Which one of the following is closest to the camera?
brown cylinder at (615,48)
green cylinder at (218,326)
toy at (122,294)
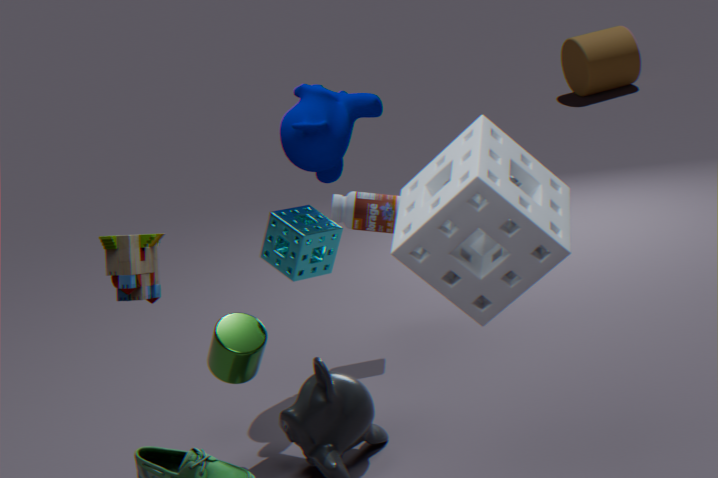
toy at (122,294)
